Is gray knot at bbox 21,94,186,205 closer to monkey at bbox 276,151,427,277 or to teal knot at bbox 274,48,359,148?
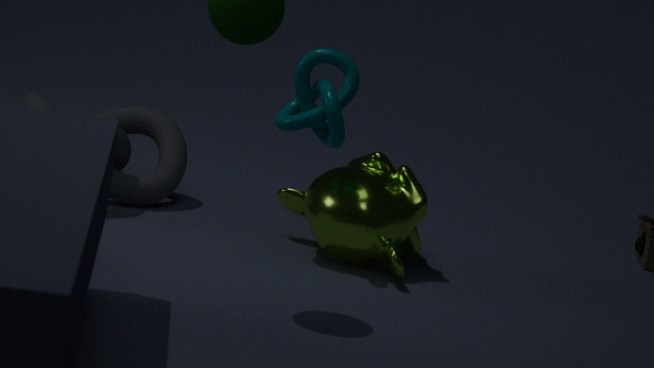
monkey at bbox 276,151,427,277
